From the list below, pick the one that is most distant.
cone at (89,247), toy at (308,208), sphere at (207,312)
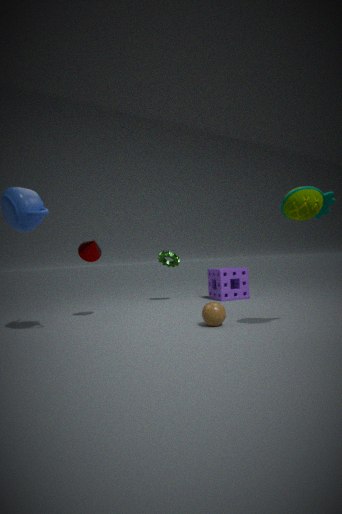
cone at (89,247)
